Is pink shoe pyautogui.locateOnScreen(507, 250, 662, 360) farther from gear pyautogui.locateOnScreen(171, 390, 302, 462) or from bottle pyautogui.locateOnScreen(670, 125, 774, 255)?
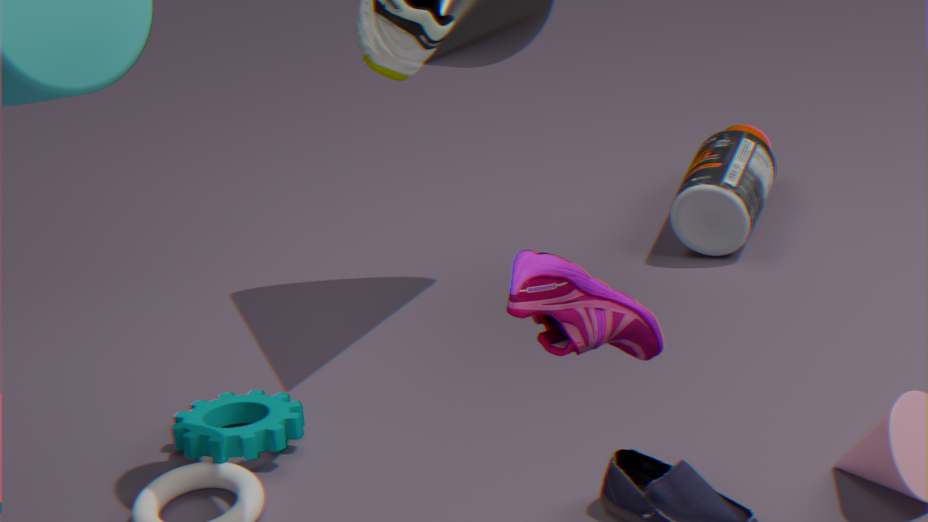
bottle pyautogui.locateOnScreen(670, 125, 774, 255)
